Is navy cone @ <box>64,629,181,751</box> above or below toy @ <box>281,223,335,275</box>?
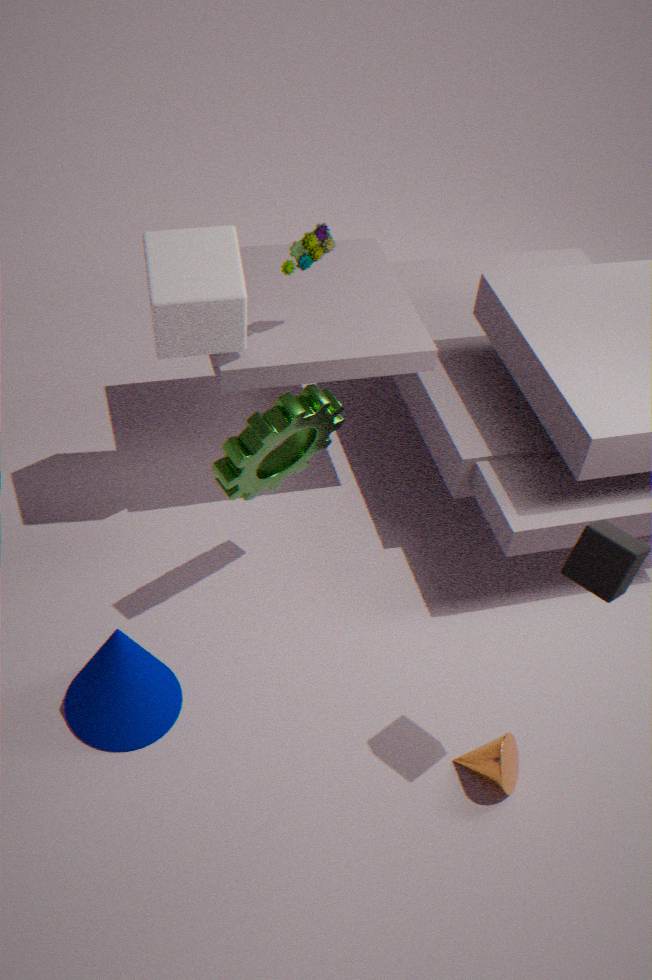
below
